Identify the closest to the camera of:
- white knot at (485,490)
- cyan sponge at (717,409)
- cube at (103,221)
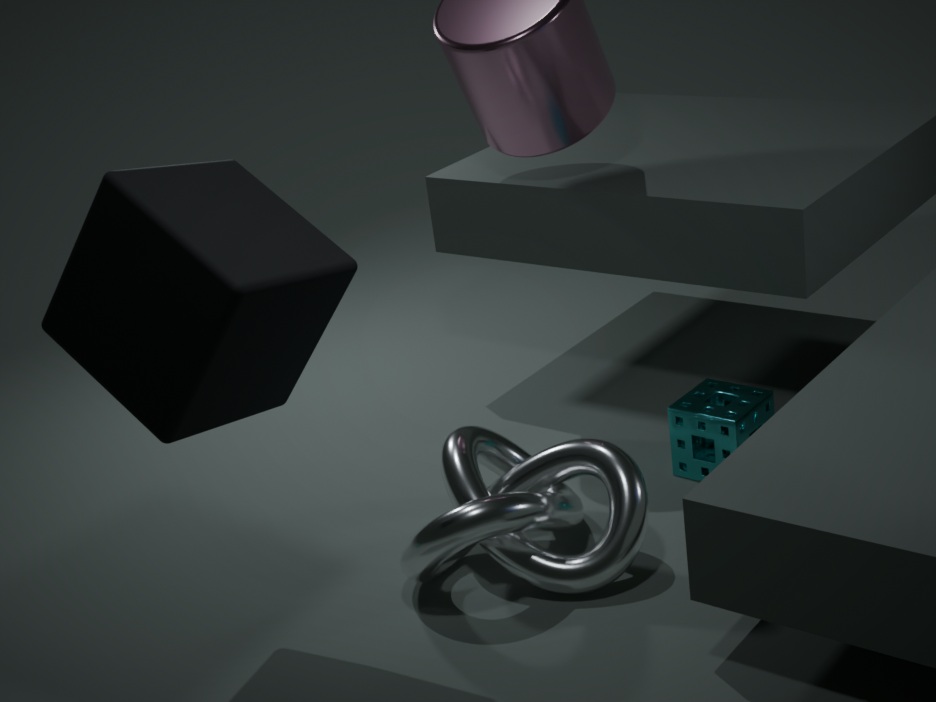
cube at (103,221)
